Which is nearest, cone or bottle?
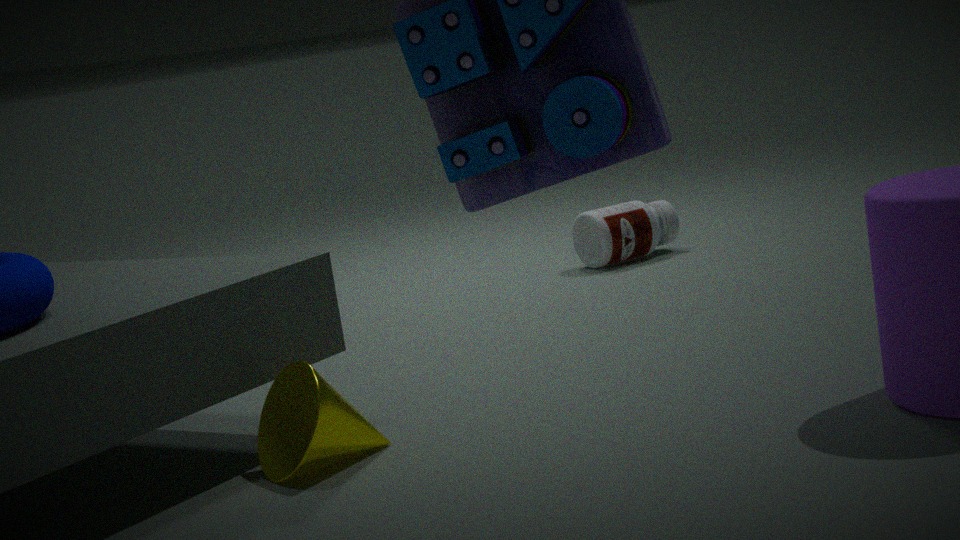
cone
